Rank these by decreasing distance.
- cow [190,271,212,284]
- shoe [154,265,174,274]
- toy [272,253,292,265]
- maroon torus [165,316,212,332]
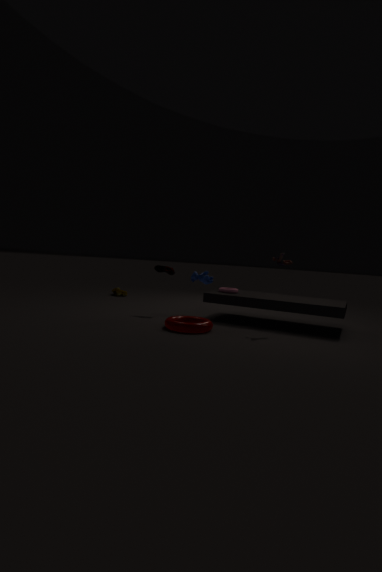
shoe [154,265,174,274] → cow [190,271,212,284] → toy [272,253,292,265] → maroon torus [165,316,212,332]
